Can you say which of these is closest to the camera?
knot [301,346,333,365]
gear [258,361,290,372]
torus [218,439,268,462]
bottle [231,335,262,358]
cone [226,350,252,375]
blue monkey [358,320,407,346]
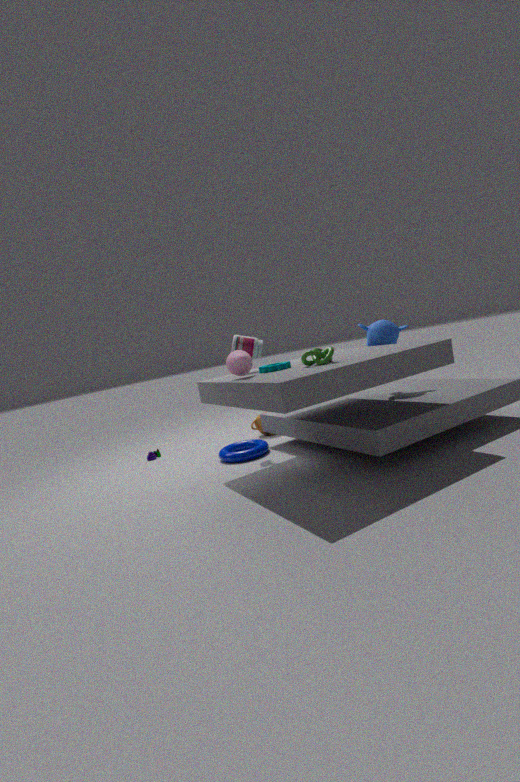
knot [301,346,333,365]
